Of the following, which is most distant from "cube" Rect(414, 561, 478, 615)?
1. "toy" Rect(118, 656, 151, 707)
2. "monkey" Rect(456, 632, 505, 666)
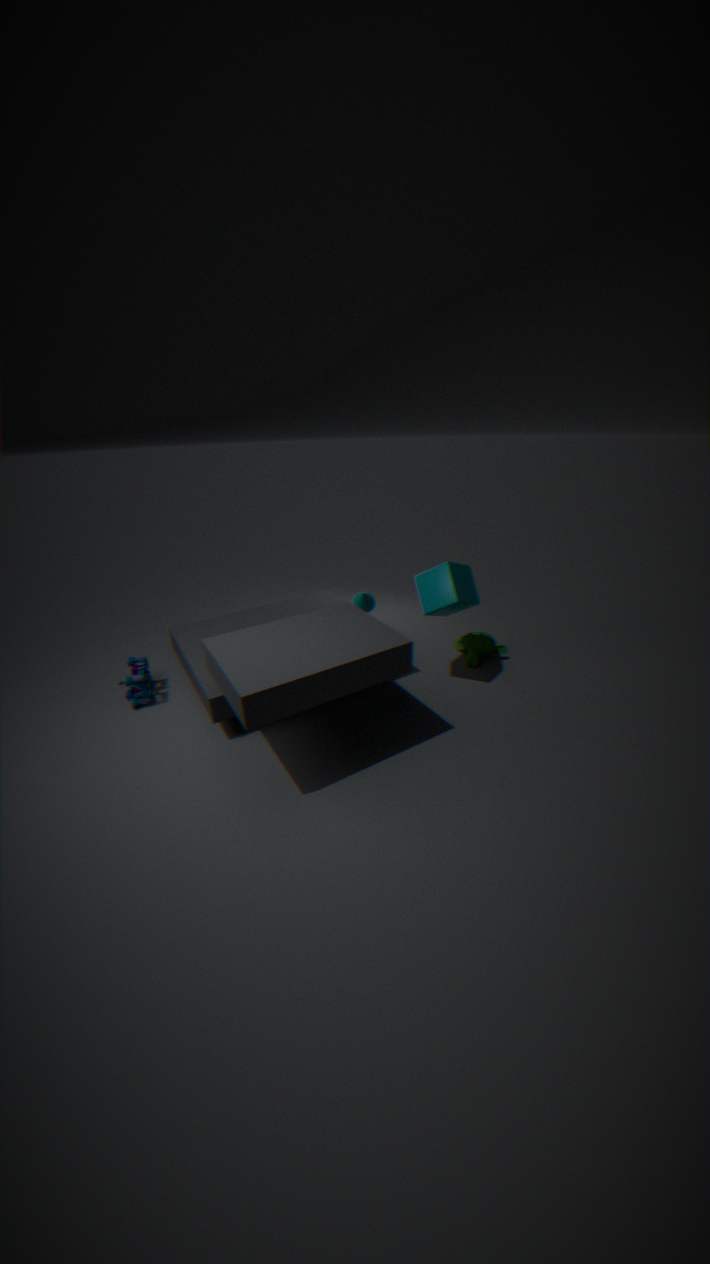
"toy" Rect(118, 656, 151, 707)
